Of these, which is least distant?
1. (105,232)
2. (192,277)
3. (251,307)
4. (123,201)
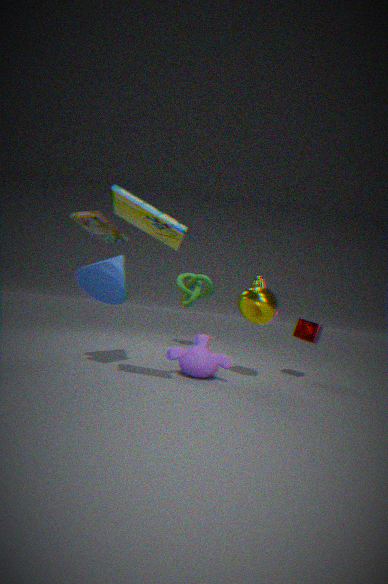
(123,201)
